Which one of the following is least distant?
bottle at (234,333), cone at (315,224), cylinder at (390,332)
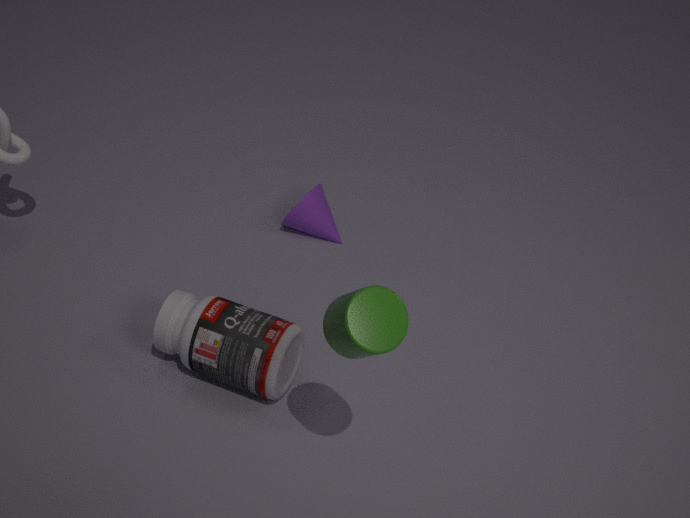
cylinder at (390,332)
